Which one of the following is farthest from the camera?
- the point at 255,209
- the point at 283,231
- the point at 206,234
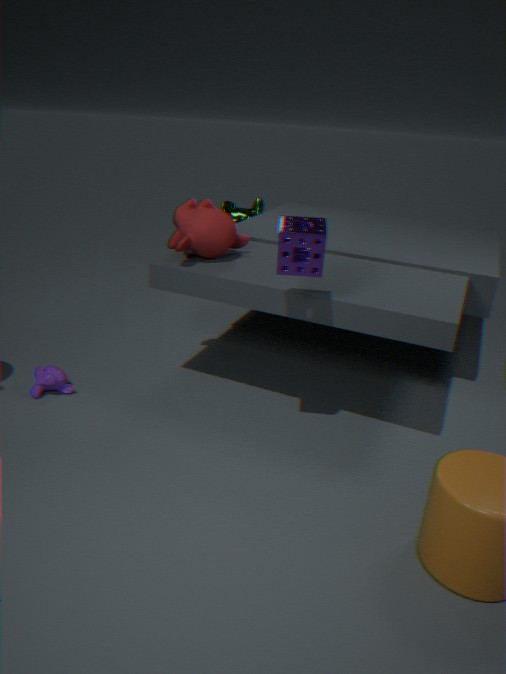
the point at 255,209
